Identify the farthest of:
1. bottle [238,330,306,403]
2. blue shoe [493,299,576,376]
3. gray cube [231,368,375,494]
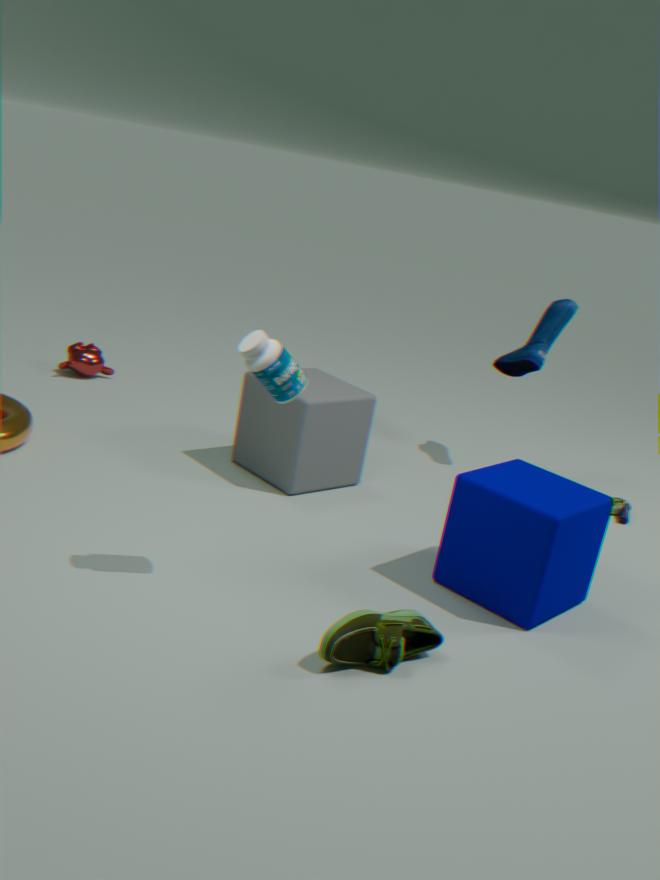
blue shoe [493,299,576,376]
